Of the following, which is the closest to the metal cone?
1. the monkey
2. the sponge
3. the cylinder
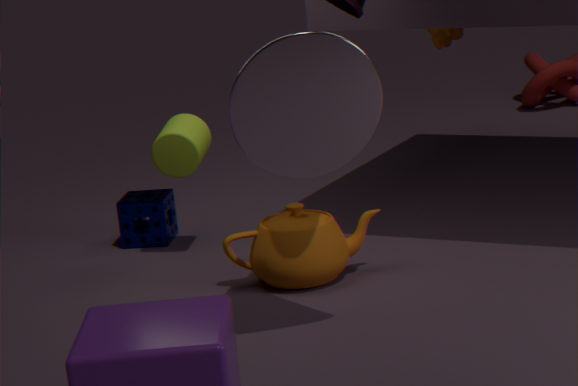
the cylinder
